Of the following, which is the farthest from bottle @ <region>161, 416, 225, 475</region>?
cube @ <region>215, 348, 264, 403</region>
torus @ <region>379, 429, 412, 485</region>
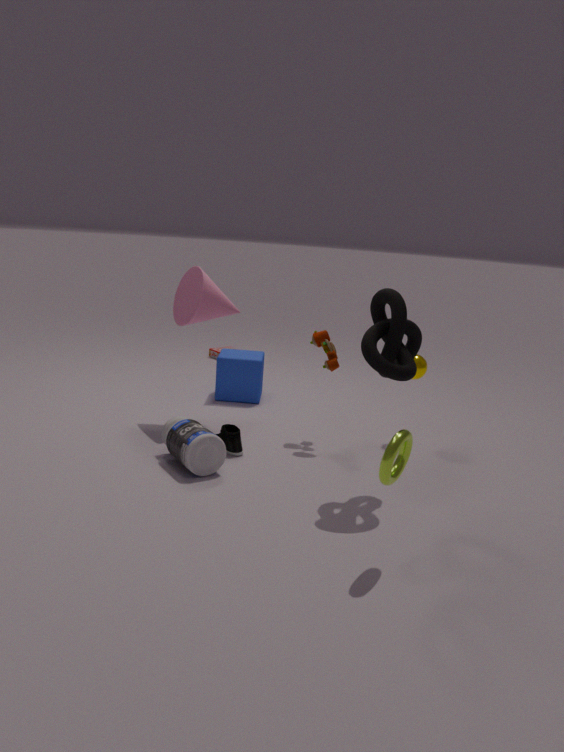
torus @ <region>379, 429, 412, 485</region>
